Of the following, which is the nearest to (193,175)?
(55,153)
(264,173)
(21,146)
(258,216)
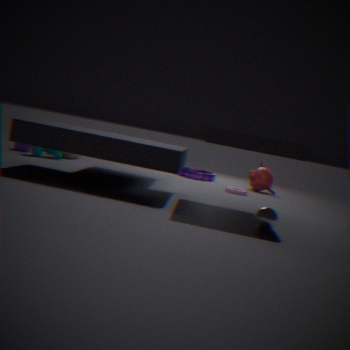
(264,173)
